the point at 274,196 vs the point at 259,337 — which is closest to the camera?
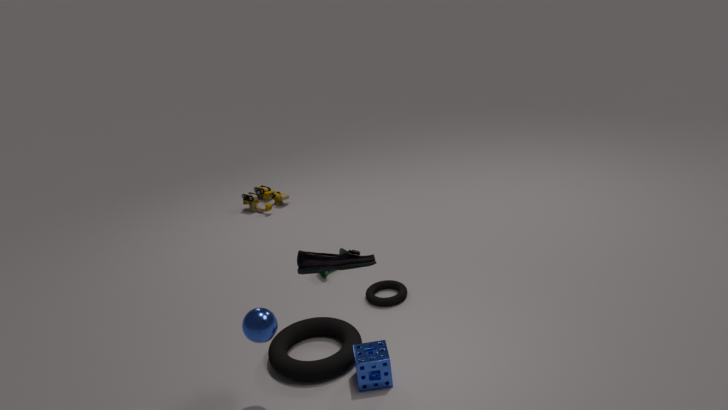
the point at 259,337
